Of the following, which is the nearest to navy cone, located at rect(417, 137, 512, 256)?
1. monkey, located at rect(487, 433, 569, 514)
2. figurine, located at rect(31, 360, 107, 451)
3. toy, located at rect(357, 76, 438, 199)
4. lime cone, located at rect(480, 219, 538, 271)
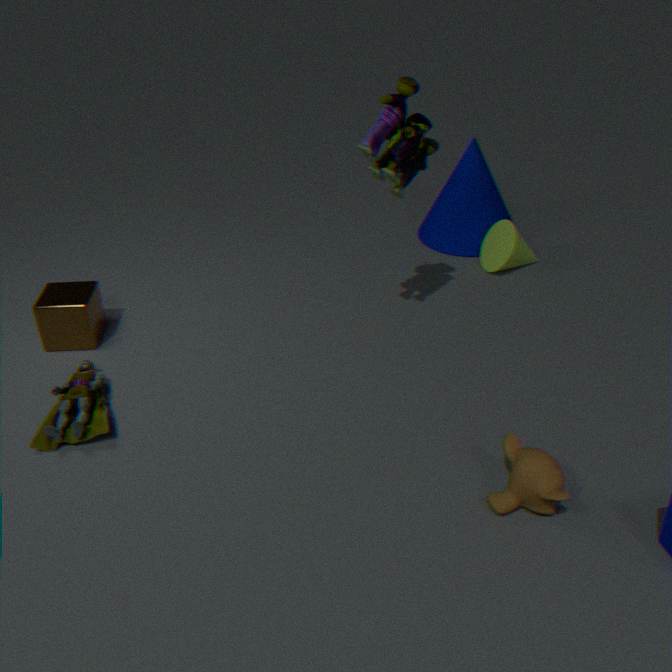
lime cone, located at rect(480, 219, 538, 271)
